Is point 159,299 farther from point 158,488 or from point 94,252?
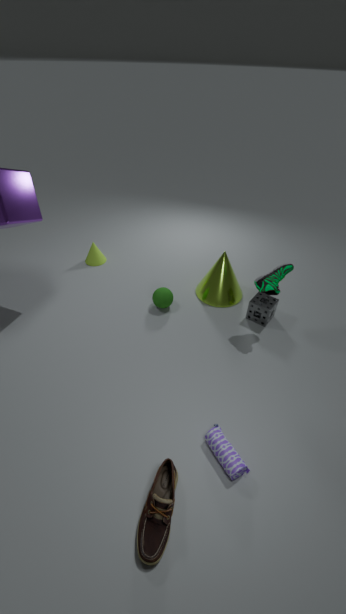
point 158,488
